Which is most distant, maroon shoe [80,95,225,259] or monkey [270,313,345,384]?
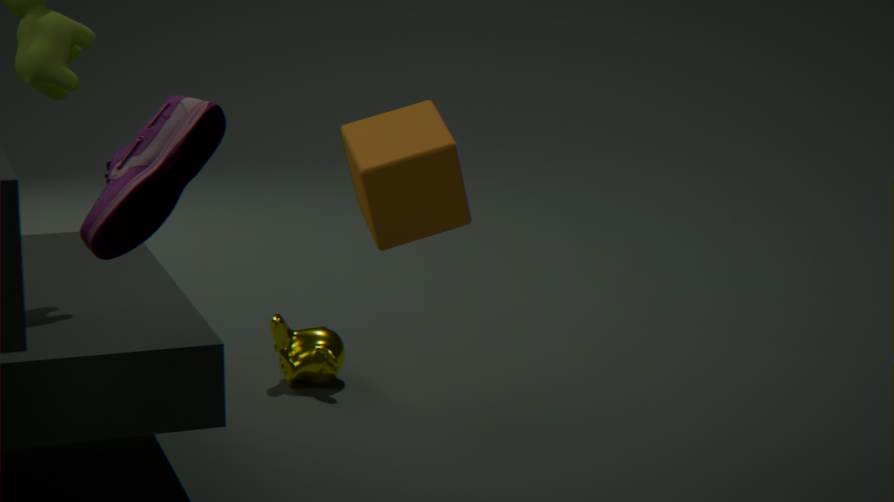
monkey [270,313,345,384]
